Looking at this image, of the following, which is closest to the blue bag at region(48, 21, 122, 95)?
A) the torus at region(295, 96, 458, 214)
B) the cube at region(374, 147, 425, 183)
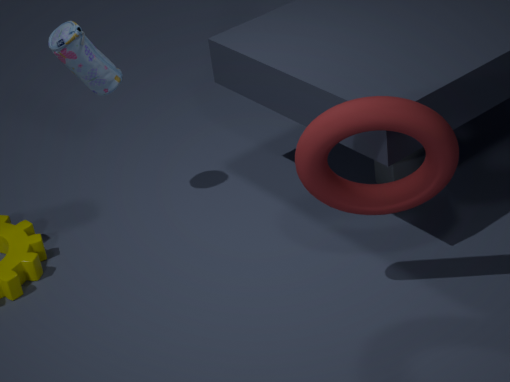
the torus at region(295, 96, 458, 214)
